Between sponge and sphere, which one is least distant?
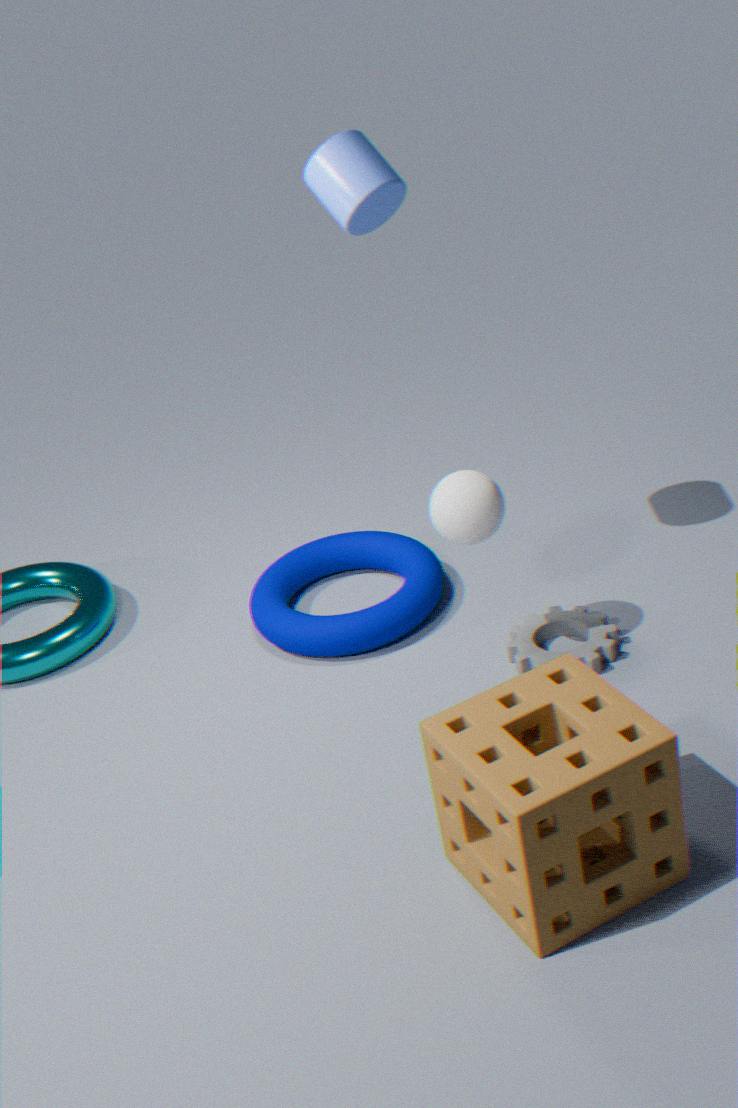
sponge
